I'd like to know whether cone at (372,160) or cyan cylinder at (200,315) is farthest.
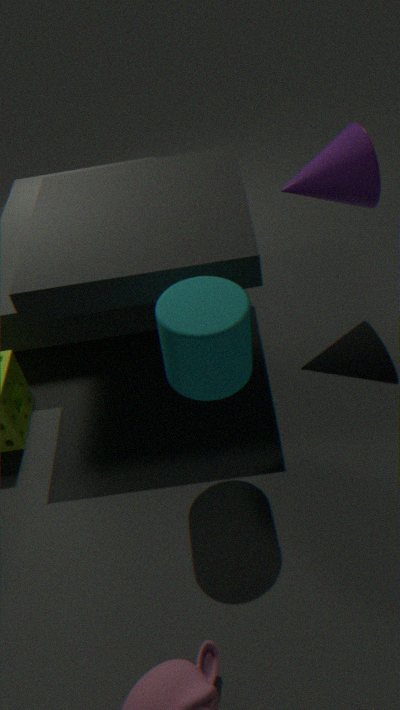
cone at (372,160)
